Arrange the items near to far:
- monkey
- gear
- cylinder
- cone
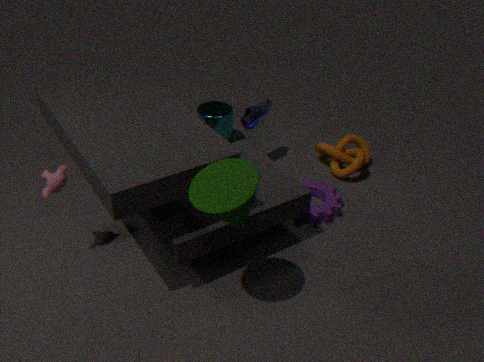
cone, monkey, gear, cylinder
